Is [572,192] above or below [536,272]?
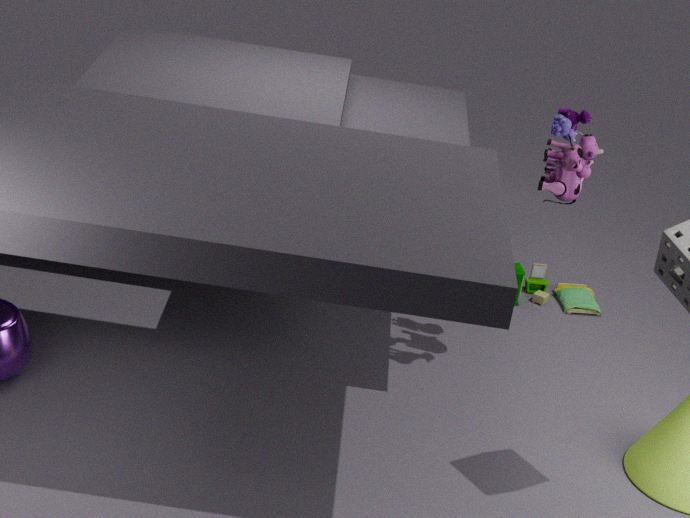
above
